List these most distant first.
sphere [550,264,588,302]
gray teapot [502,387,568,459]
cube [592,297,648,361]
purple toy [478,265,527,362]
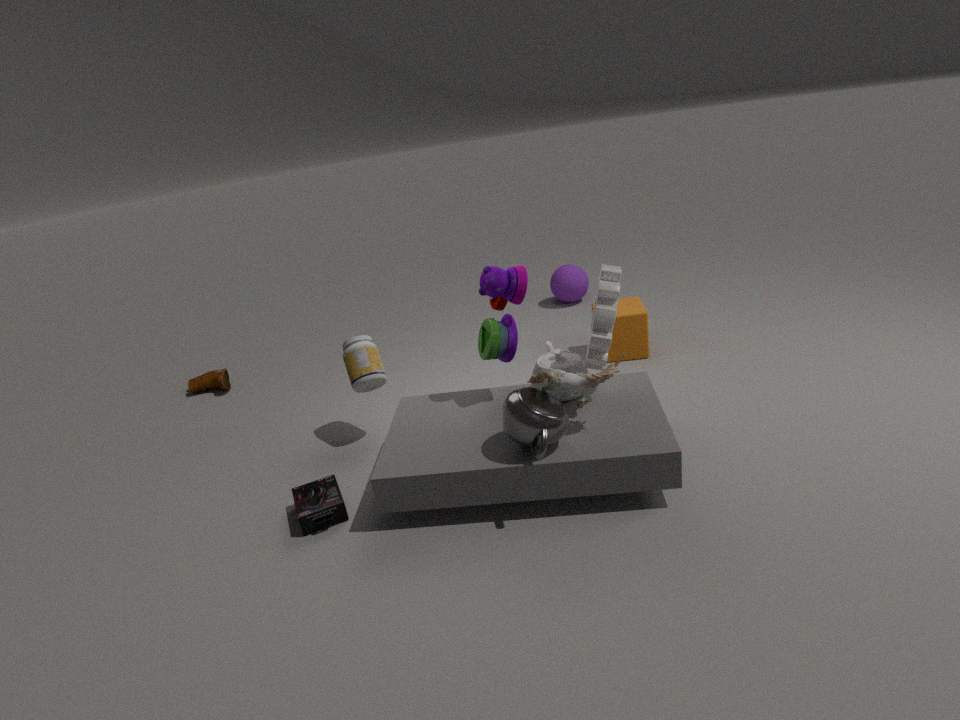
sphere [550,264,588,302], cube [592,297,648,361], purple toy [478,265,527,362], gray teapot [502,387,568,459]
